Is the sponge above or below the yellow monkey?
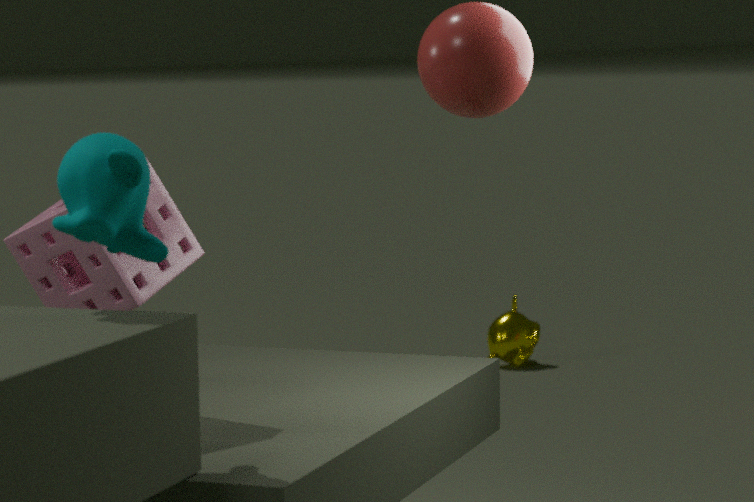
above
